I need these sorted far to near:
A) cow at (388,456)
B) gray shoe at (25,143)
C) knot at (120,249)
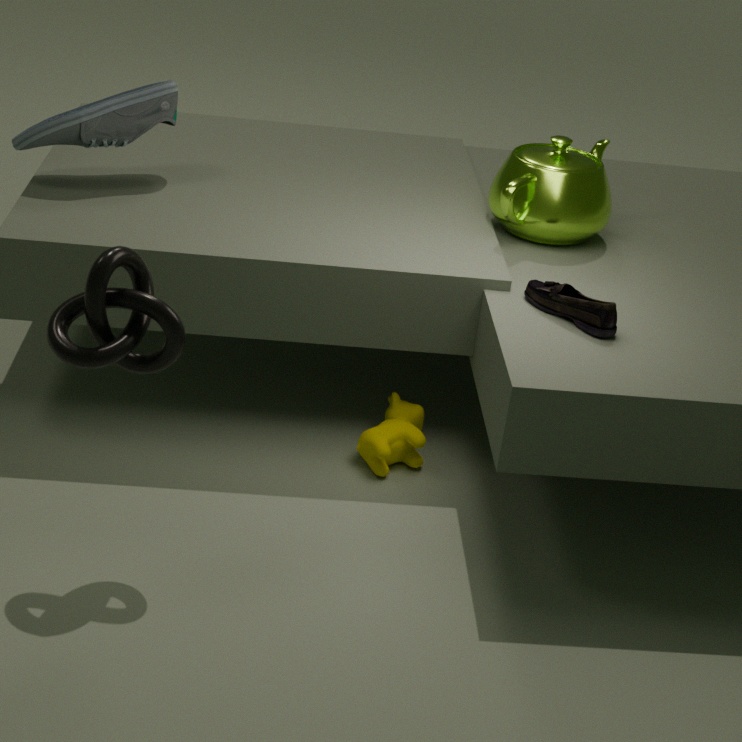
1. gray shoe at (25,143)
2. cow at (388,456)
3. knot at (120,249)
